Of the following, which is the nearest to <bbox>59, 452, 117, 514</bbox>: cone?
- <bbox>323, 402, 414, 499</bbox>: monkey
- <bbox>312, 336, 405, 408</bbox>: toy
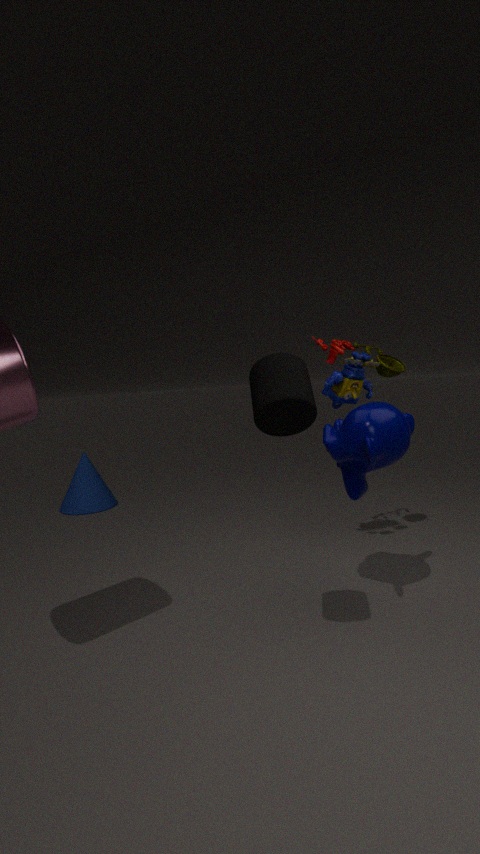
<bbox>312, 336, 405, 408</bbox>: toy
